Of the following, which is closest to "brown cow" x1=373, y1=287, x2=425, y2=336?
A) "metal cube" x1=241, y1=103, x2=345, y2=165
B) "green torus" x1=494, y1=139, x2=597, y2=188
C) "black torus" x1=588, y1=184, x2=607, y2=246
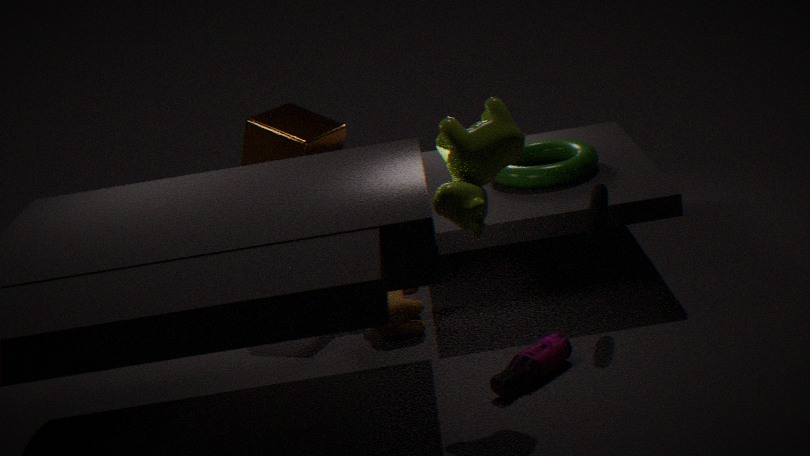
"metal cube" x1=241, y1=103, x2=345, y2=165
